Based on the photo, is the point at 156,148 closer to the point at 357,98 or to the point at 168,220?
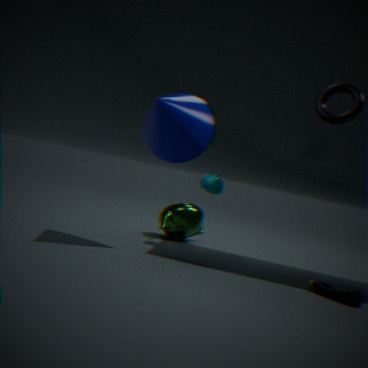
the point at 357,98
